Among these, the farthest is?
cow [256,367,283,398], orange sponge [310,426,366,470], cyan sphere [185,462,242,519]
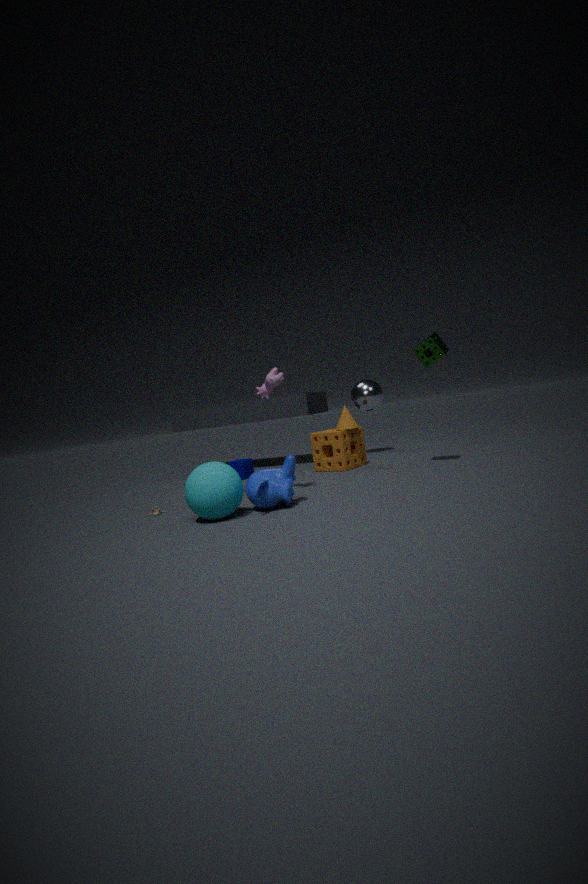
orange sponge [310,426,366,470]
